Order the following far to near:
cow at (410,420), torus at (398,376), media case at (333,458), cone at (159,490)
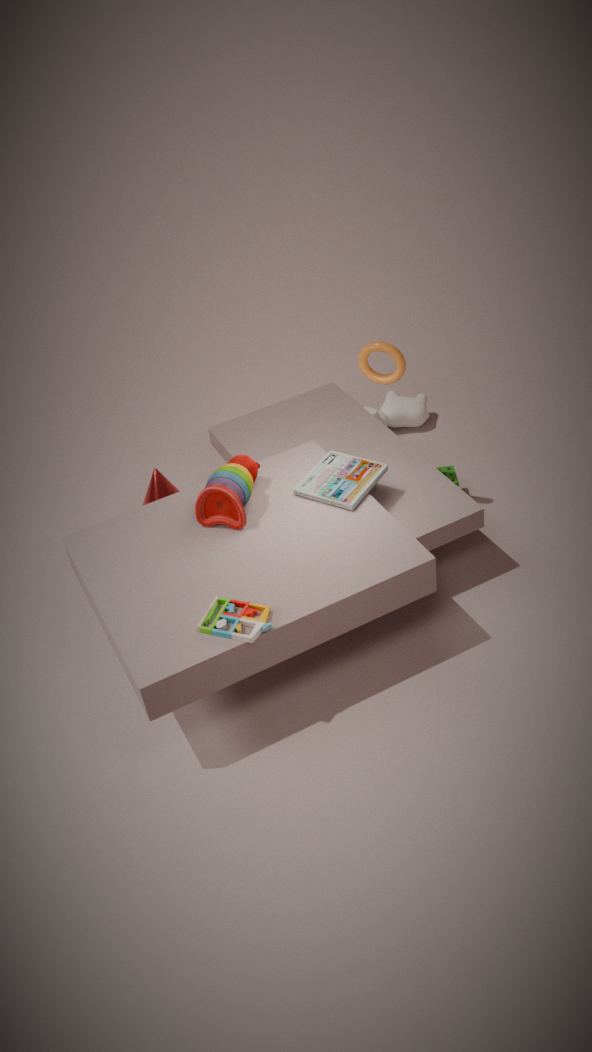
cow at (410,420), cone at (159,490), torus at (398,376), media case at (333,458)
